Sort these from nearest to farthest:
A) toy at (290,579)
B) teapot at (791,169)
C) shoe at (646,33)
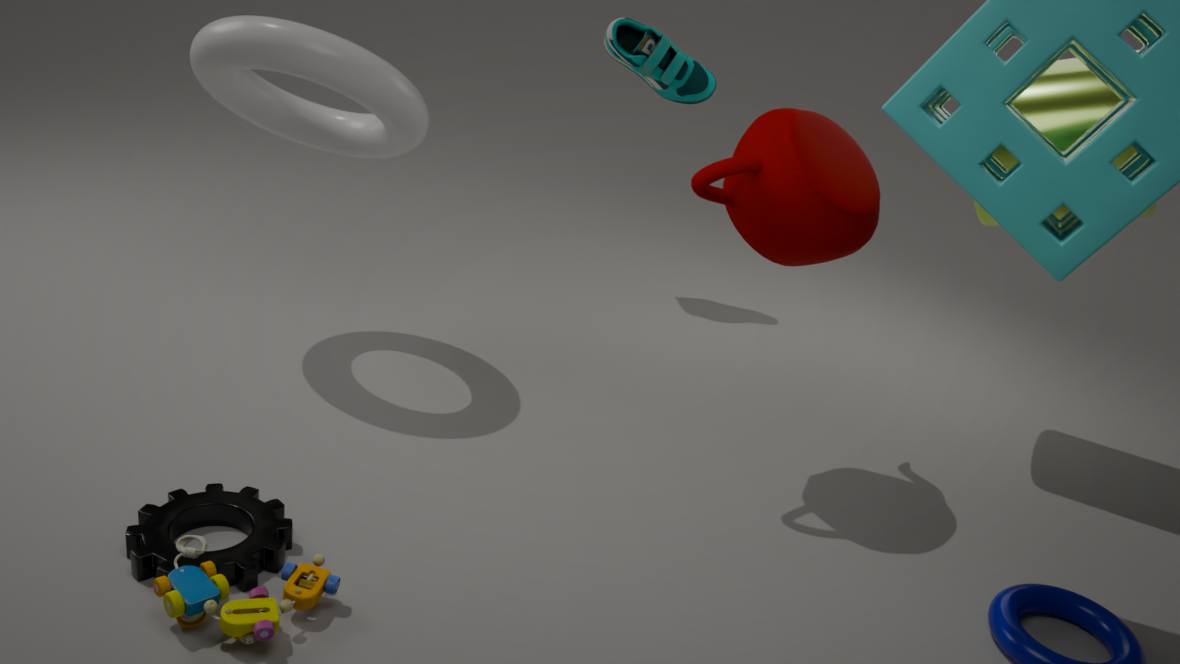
toy at (290,579) < teapot at (791,169) < shoe at (646,33)
